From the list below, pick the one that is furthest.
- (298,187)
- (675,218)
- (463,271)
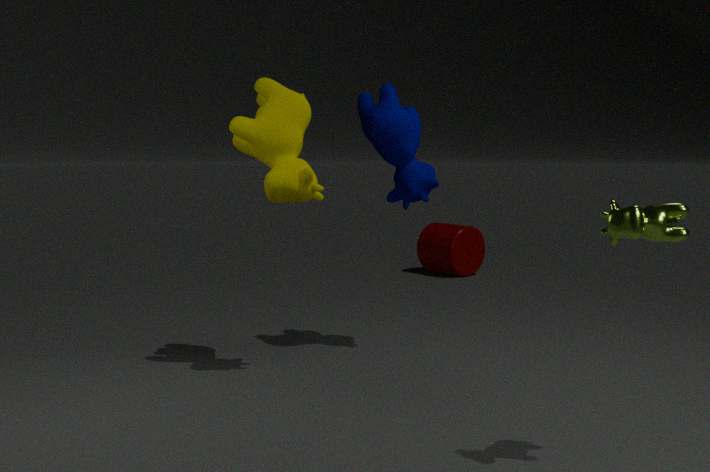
(463,271)
